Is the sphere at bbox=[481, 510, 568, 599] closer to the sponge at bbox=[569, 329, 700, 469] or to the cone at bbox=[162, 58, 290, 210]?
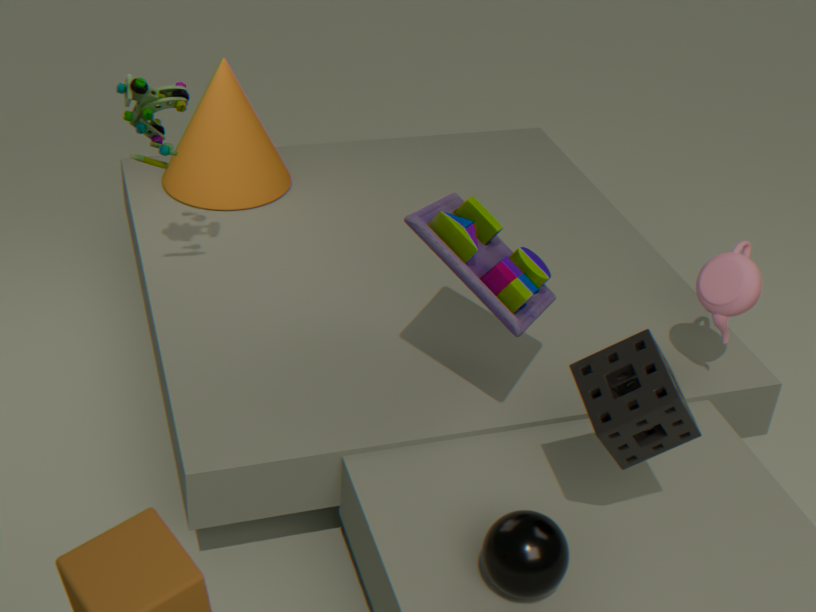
the sponge at bbox=[569, 329, 700, 469]
